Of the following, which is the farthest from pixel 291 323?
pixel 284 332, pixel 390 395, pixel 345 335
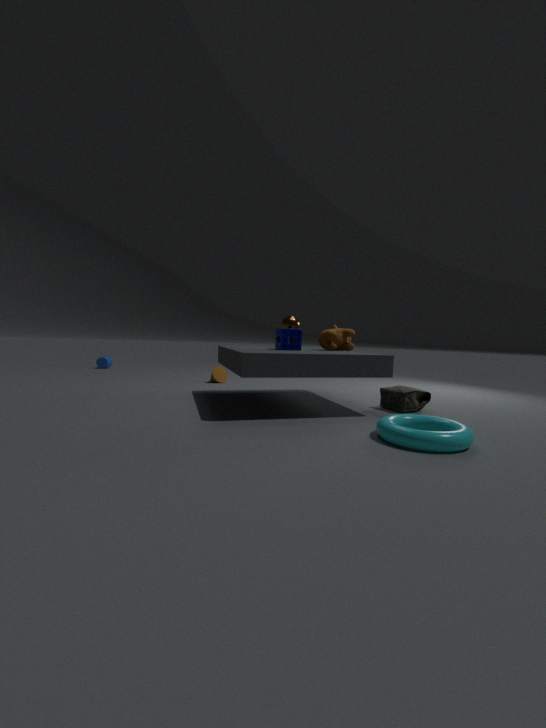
pixel 390 395
